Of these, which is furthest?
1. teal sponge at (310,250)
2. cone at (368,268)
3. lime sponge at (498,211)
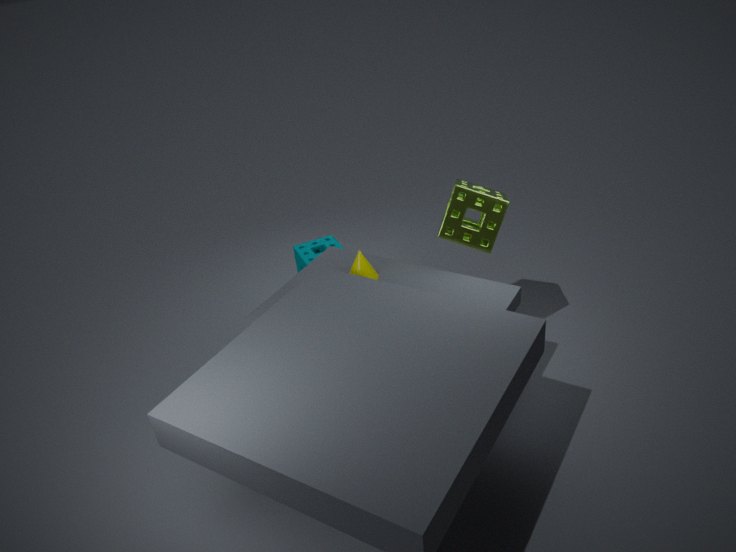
teal sponge at (310,250)
